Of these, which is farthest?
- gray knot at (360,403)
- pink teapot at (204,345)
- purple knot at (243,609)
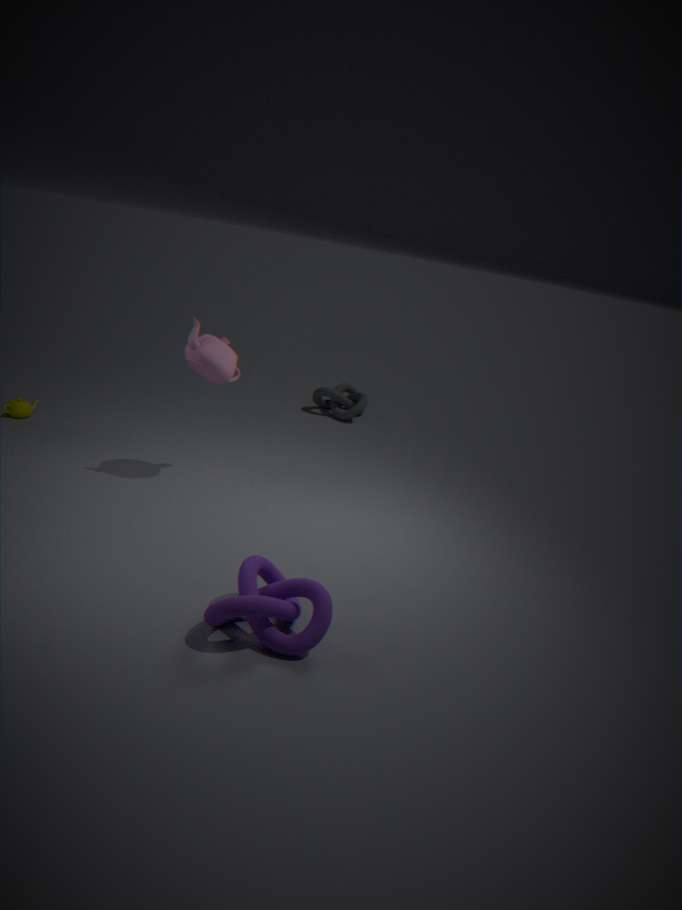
gray knot at (360,403)
